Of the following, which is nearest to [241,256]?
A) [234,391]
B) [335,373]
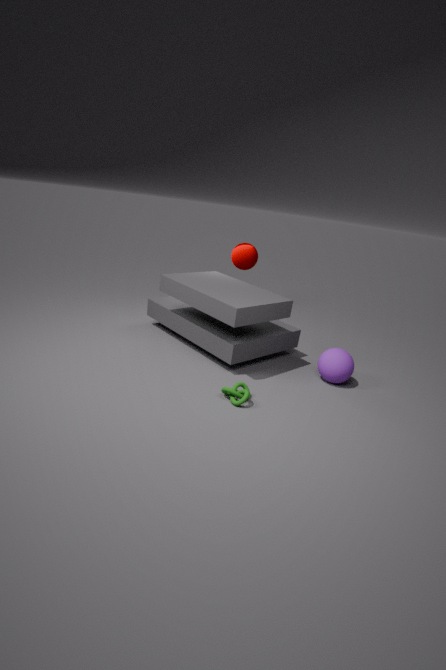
[335,373]
